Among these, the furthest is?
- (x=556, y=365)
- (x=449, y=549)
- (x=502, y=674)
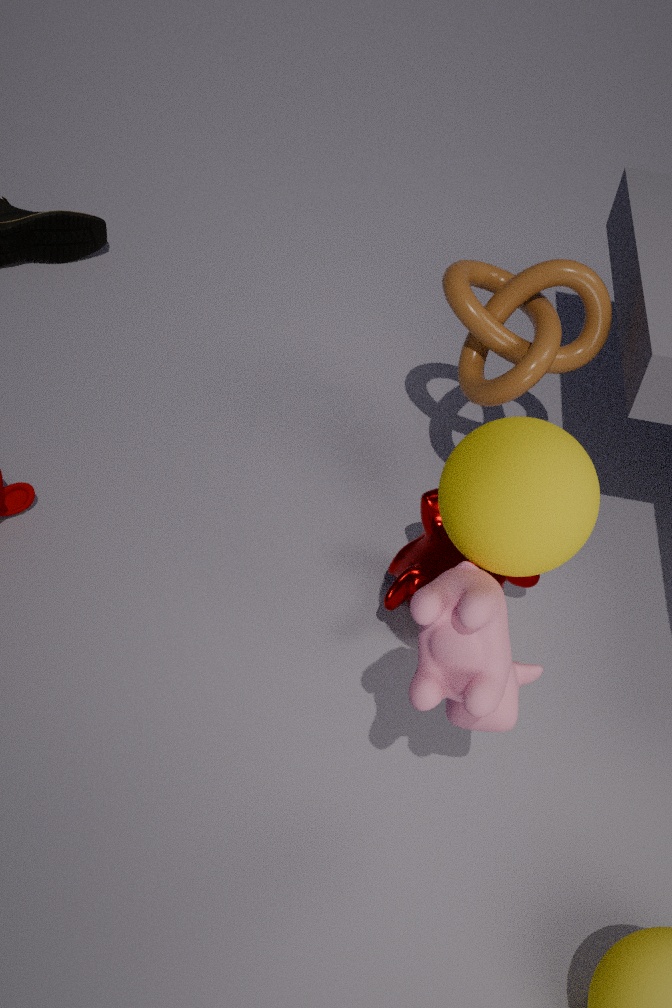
(x=556, y=365)
